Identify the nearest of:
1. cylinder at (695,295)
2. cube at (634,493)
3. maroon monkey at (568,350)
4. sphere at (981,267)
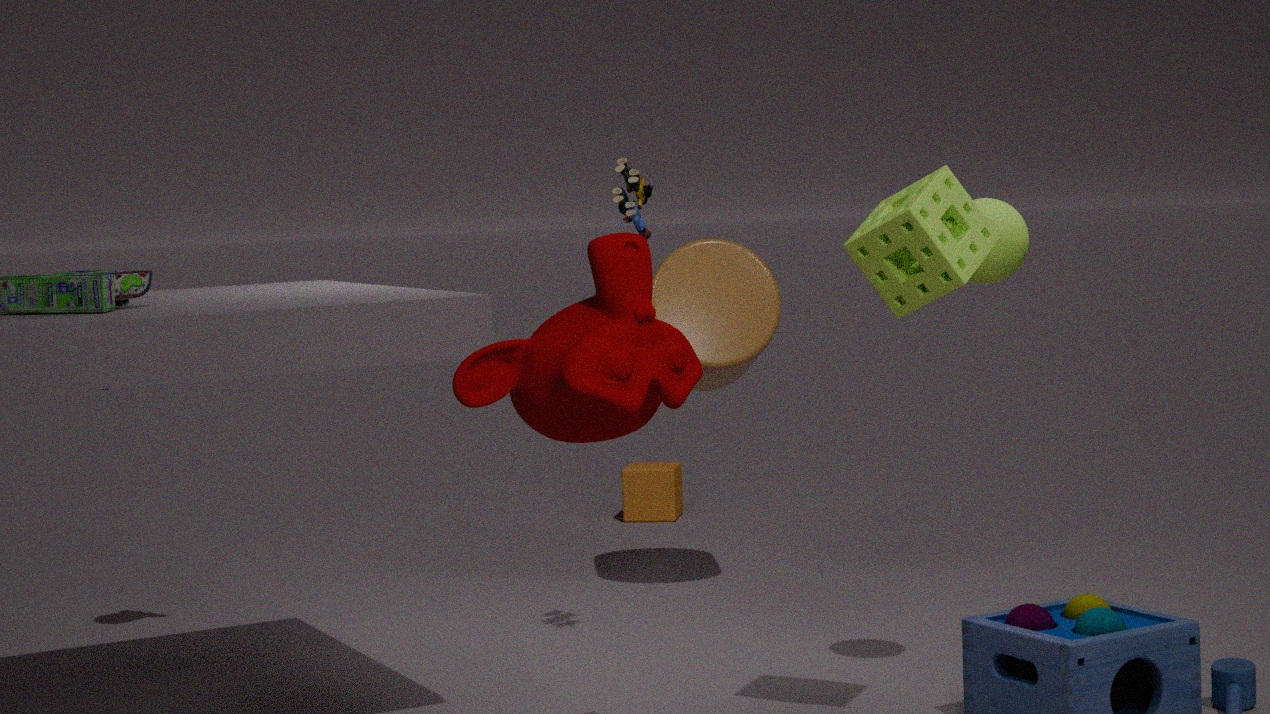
maroon monkey at (568,350)
